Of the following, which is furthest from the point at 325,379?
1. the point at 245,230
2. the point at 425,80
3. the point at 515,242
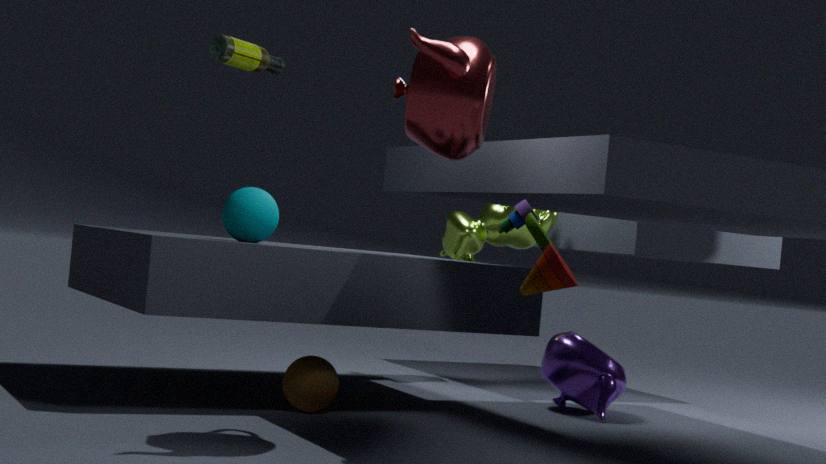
the point at 515,242
